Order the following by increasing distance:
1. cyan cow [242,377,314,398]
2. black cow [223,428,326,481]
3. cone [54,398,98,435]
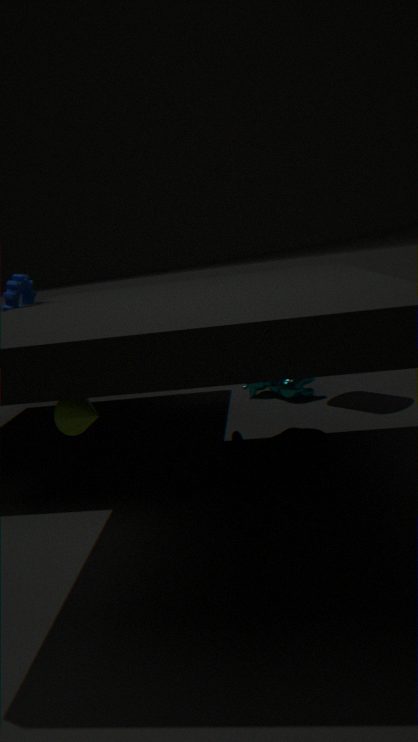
black cow [223,428,326,481] < cone [54,398,98,435] < cyan cow [242,377,314,398]
